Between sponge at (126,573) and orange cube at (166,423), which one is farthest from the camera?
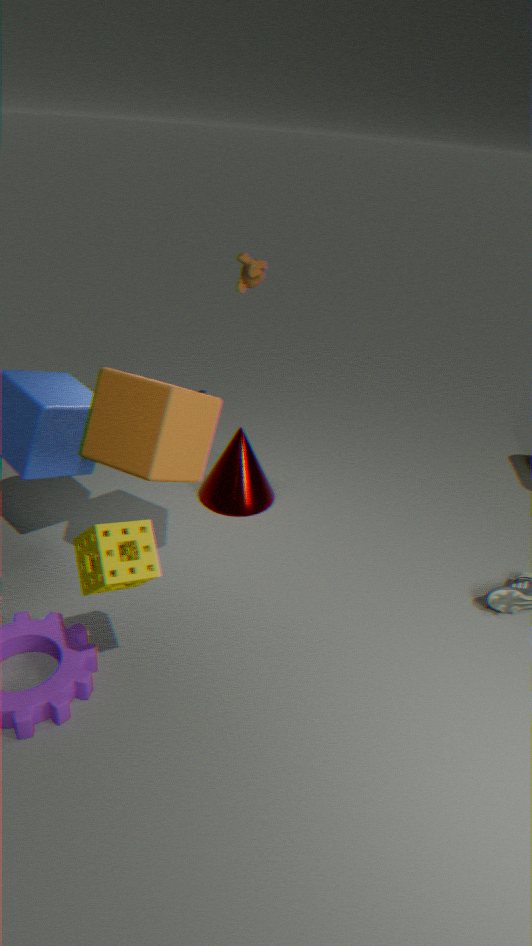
orange cube at (166,423)
